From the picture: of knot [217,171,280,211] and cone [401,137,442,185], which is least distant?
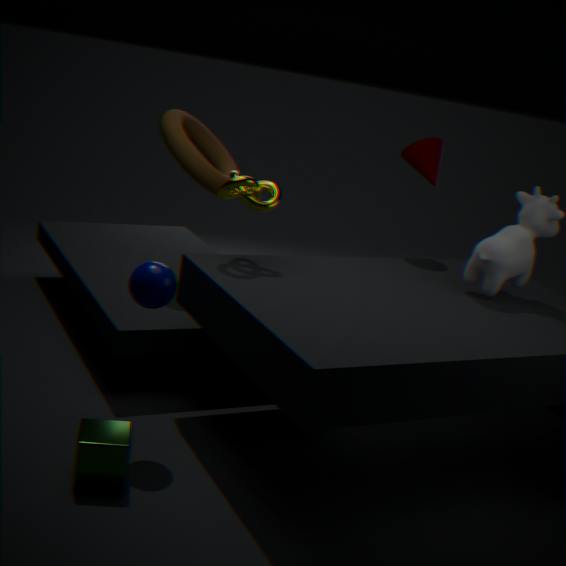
knot [217,171,280,211]
